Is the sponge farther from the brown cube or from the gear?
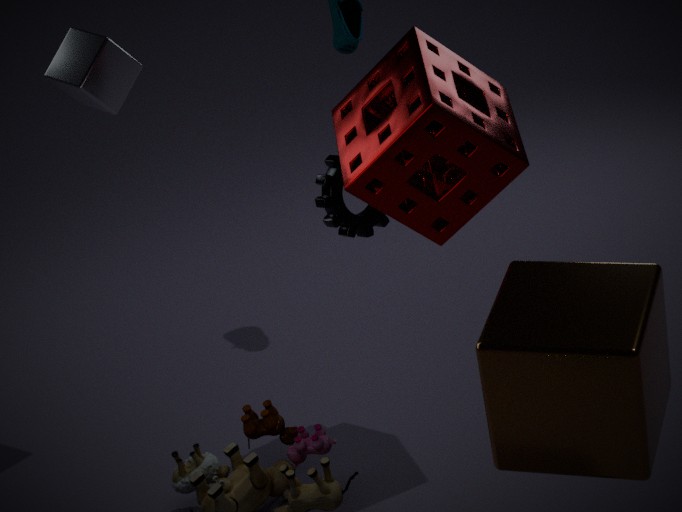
the brown cube
